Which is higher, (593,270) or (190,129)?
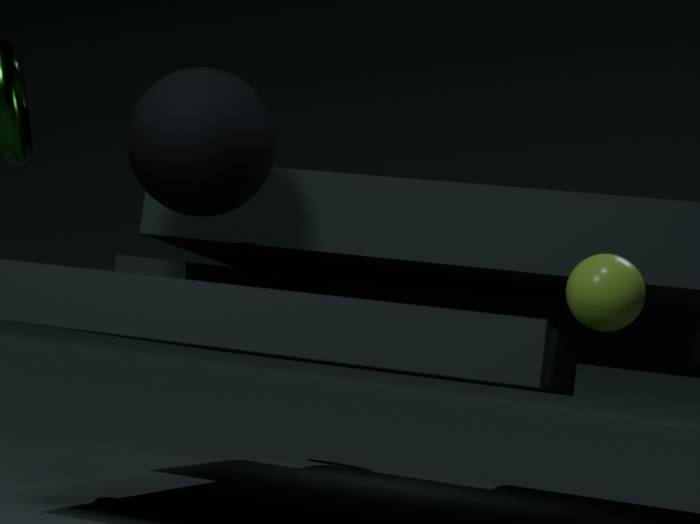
(190,129)
